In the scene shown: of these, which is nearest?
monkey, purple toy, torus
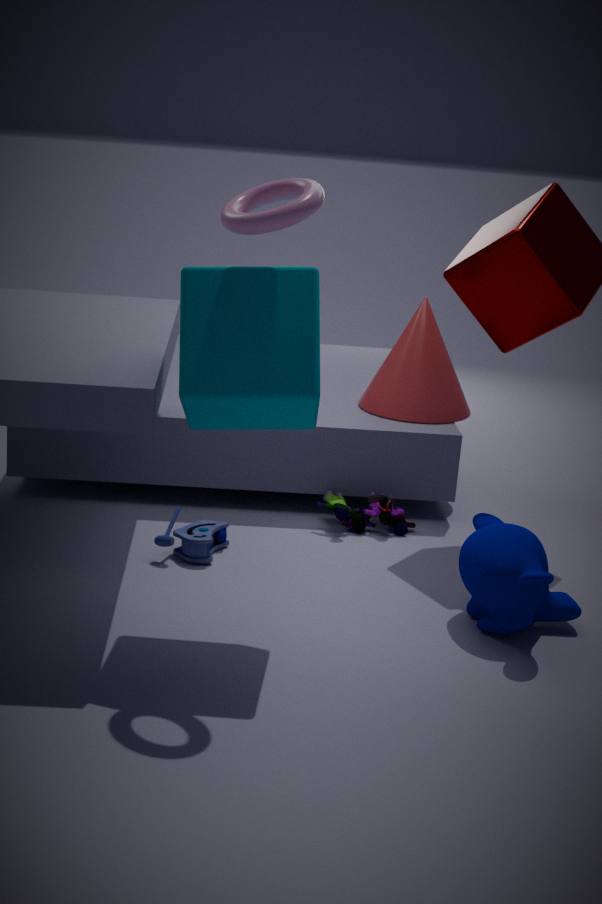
torus
